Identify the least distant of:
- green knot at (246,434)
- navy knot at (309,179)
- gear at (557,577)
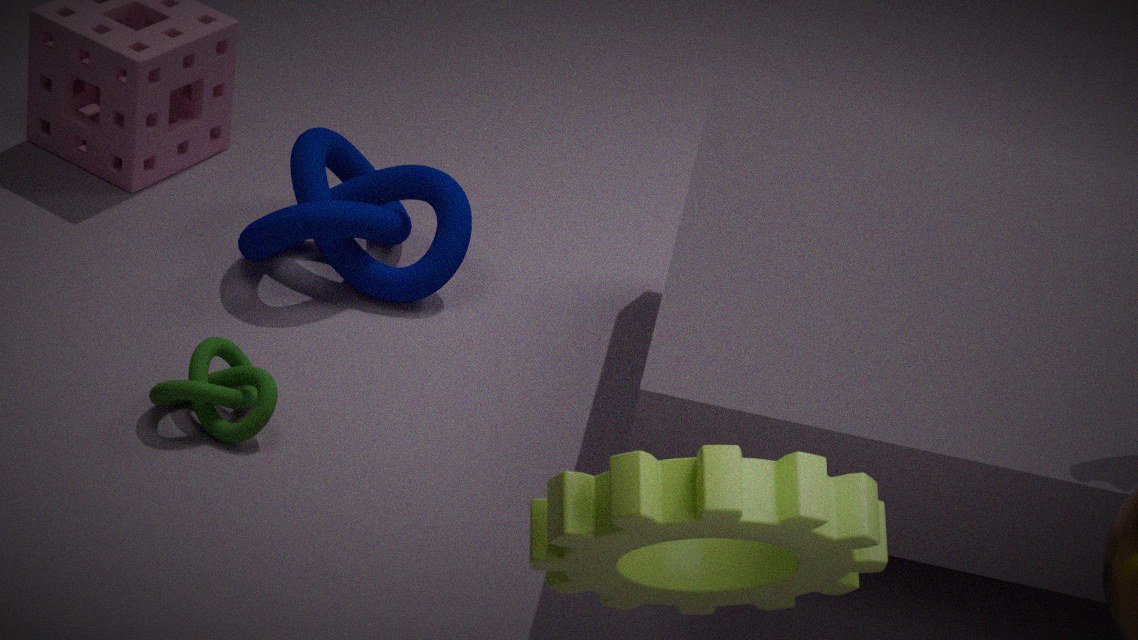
gear at (557,577)
